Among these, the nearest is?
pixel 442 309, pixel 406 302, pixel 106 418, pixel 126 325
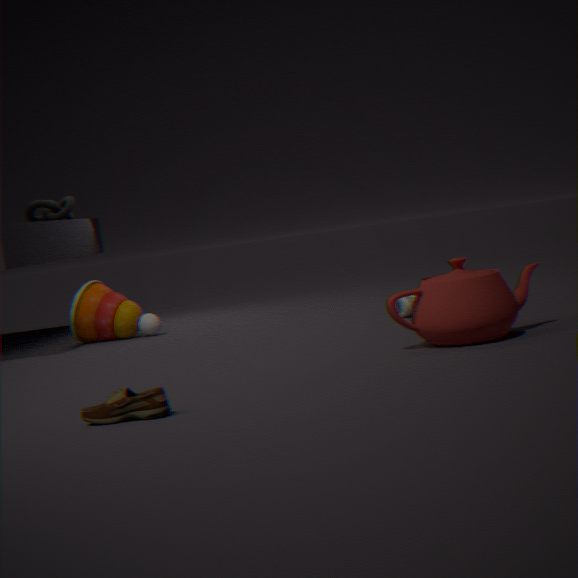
pixel 106 418
